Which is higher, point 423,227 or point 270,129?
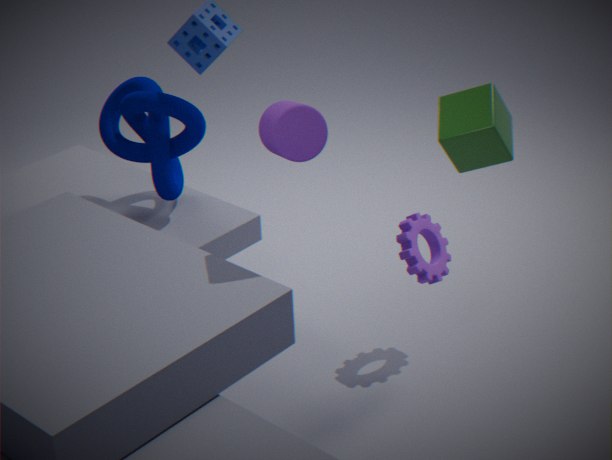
point 270,129
